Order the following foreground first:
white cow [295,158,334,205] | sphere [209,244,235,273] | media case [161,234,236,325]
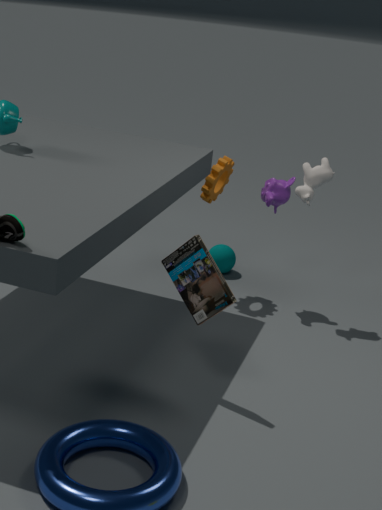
media case [161,234,236,325] < white cow [295,158,334,205] < sphere [209,244,235,273]
